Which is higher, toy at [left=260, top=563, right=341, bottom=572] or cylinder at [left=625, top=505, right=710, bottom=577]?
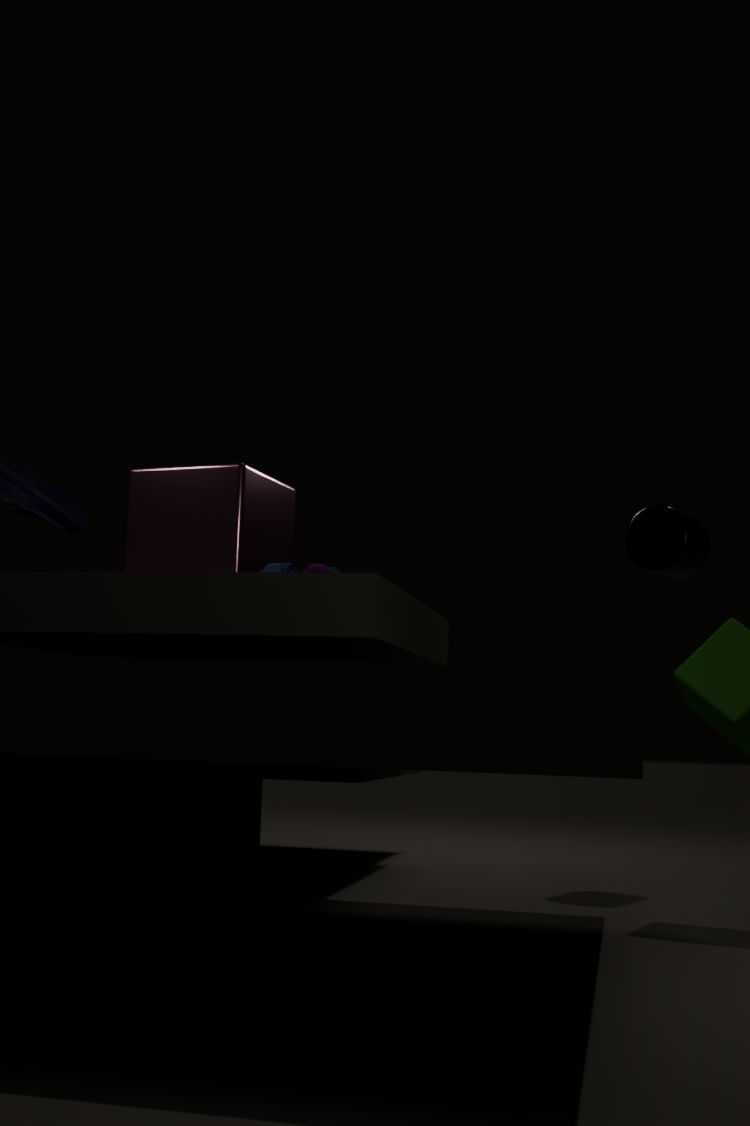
cylinder at [left=625, top=505, right=710, bottom=577]
